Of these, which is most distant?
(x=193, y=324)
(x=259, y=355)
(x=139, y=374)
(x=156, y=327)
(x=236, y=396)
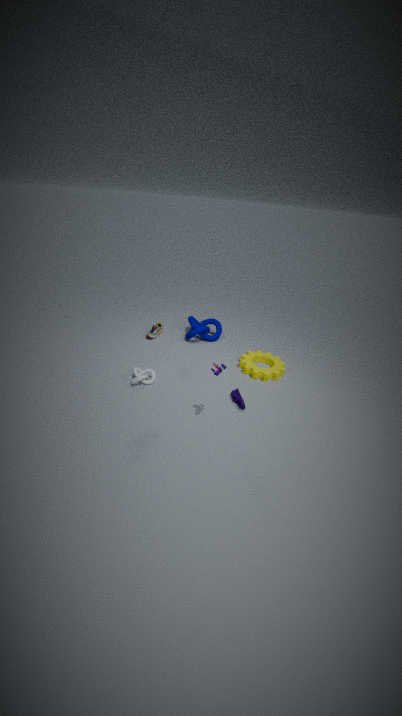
(x=193, y=324)
